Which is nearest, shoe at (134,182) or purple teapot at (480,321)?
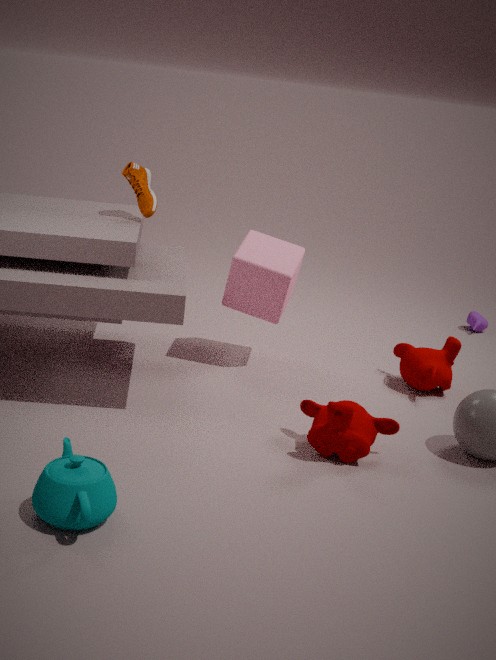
shoe at (134,182)
